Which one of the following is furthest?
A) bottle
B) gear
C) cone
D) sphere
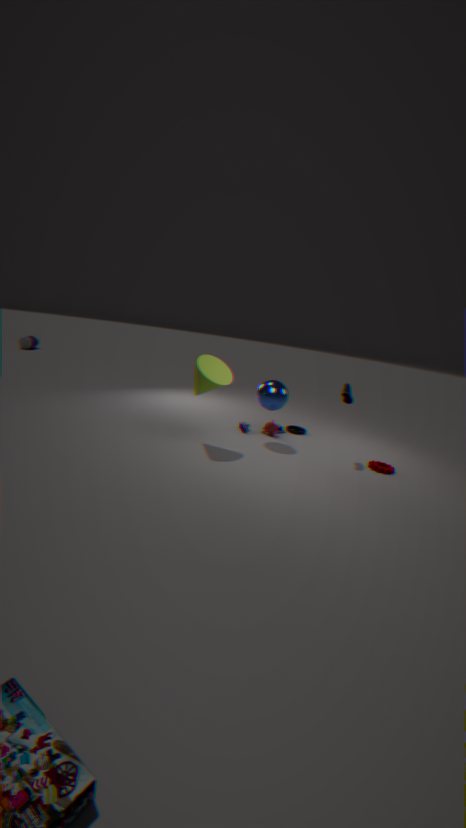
bottle
